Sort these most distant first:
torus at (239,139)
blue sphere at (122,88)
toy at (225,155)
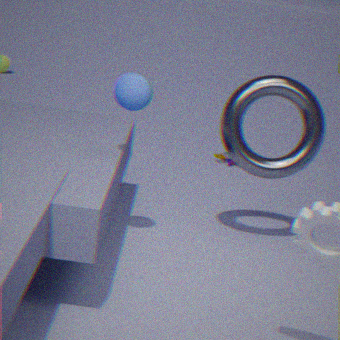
toy at (225,155) < torus at (239,139) < blue sphere at (122,88)
